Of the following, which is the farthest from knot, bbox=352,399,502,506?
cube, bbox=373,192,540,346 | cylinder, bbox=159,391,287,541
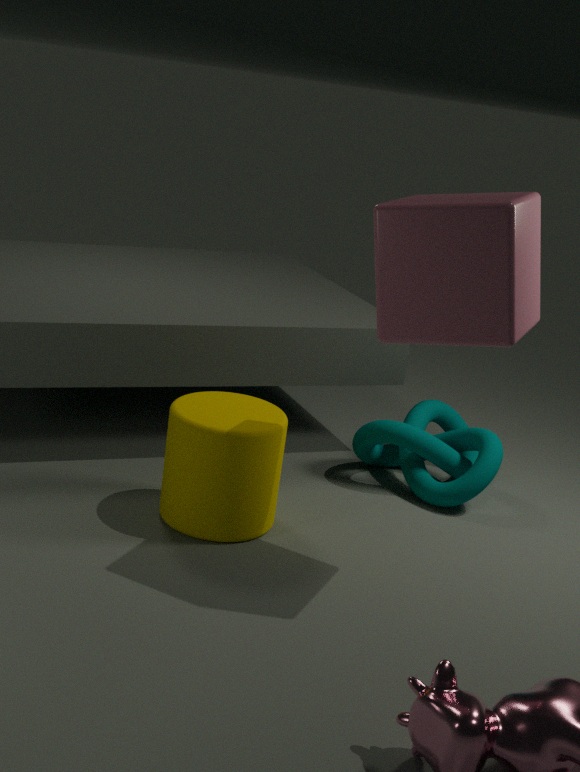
cube, bbox=373,192,540,346
